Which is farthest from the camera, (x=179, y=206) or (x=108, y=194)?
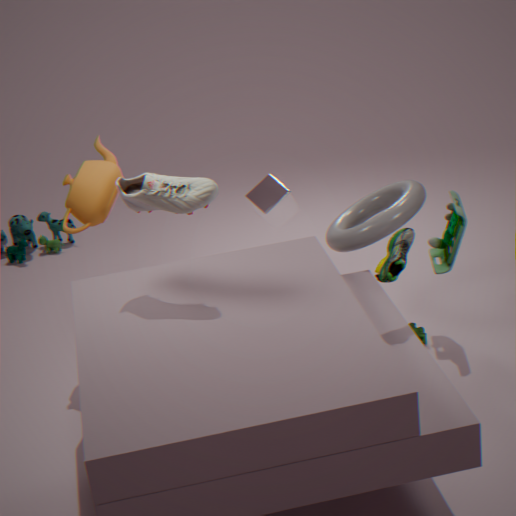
(x=108, y=194)
